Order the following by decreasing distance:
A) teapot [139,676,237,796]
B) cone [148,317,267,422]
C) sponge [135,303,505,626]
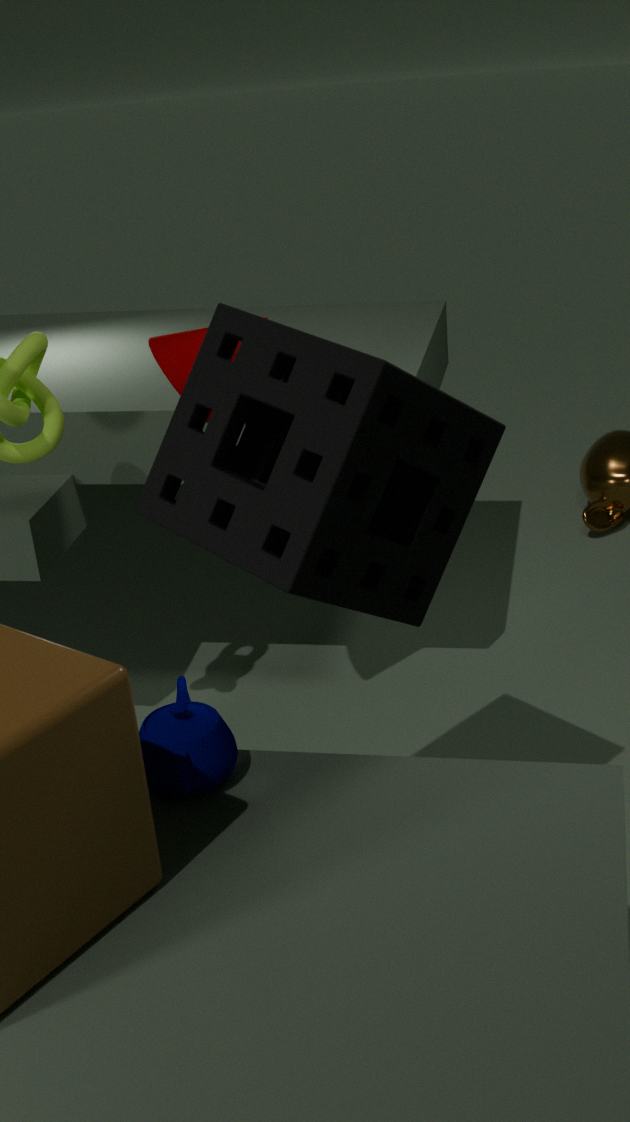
cone [148,317,267,422], teapot [139,676,237,796], sponge [135,303,505,626]
